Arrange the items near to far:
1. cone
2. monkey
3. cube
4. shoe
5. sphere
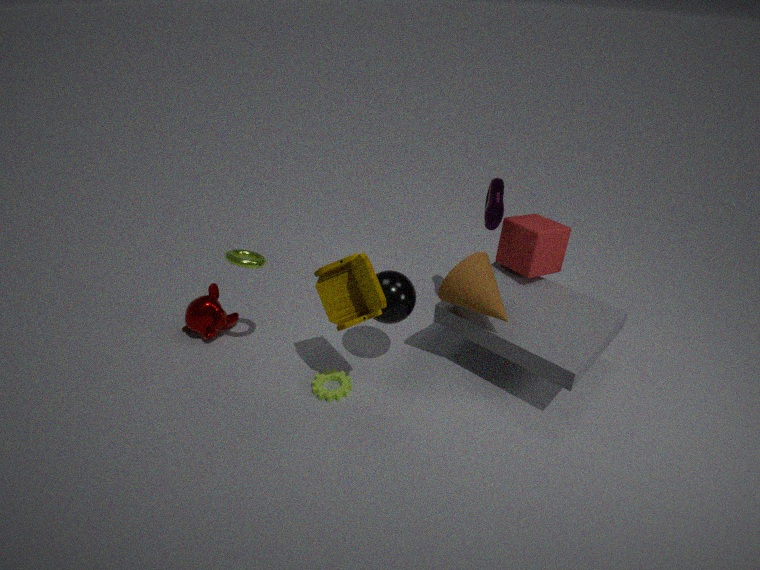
cone → sphere → cube → shoe → monkey
